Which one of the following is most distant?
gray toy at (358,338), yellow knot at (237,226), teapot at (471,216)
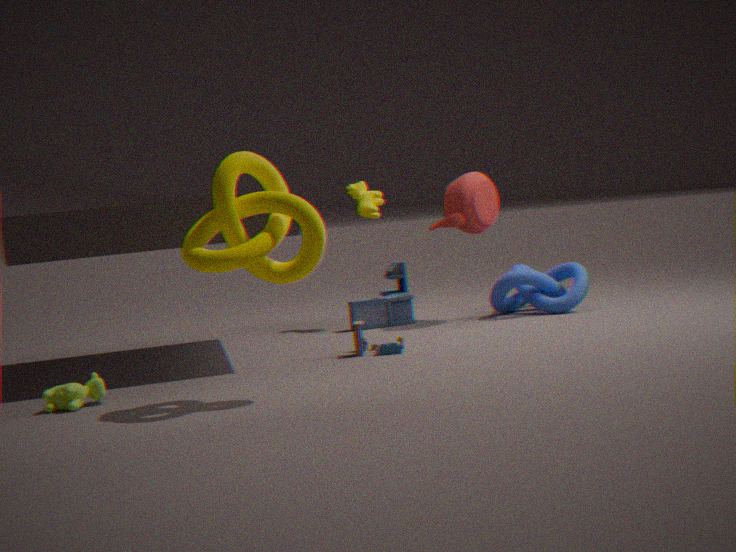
teapot at (471,216)
